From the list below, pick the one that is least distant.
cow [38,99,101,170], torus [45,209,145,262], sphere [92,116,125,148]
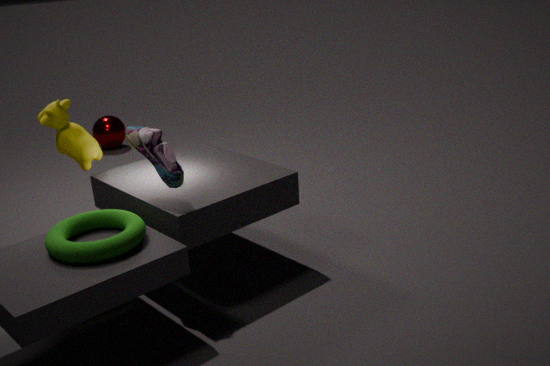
torus [45,209,145,262]
